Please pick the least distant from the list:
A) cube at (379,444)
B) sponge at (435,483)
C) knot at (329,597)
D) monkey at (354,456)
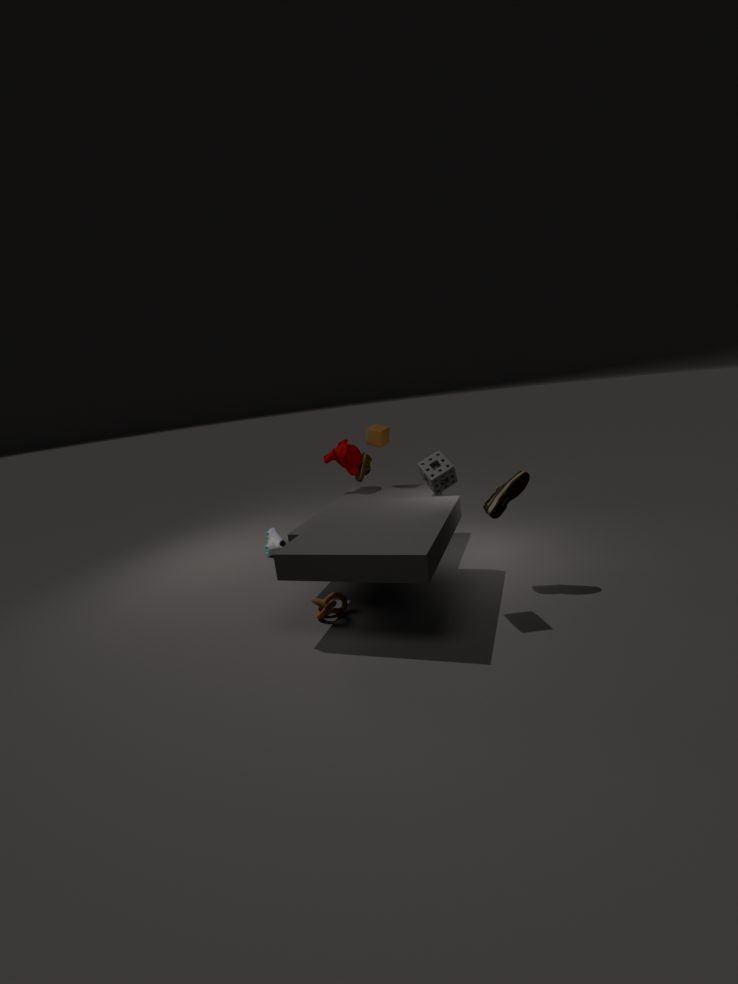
sponge at (435,483)
